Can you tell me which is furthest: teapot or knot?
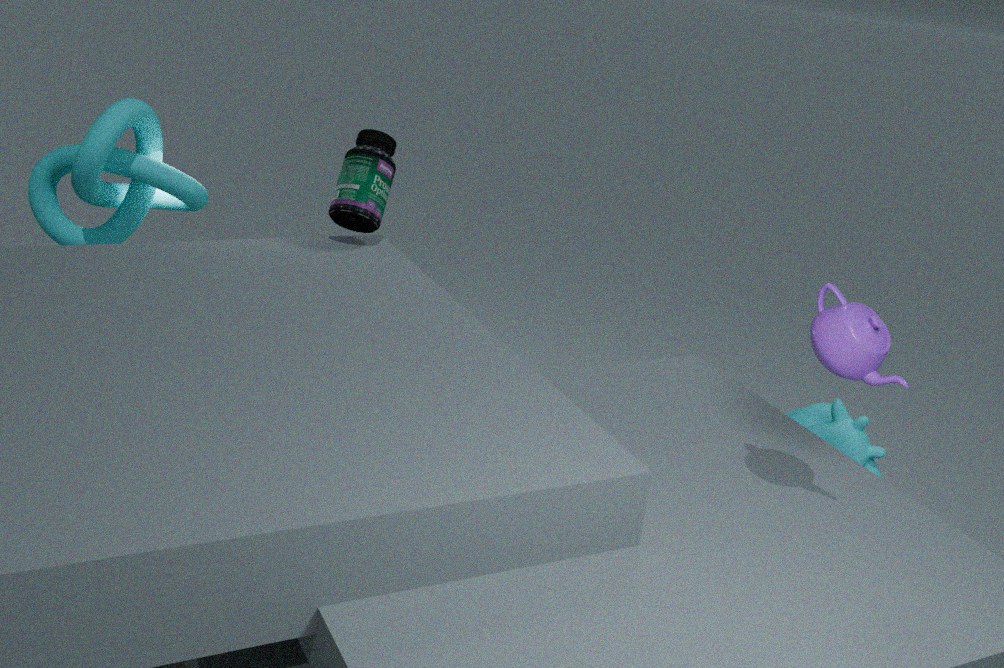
knot
